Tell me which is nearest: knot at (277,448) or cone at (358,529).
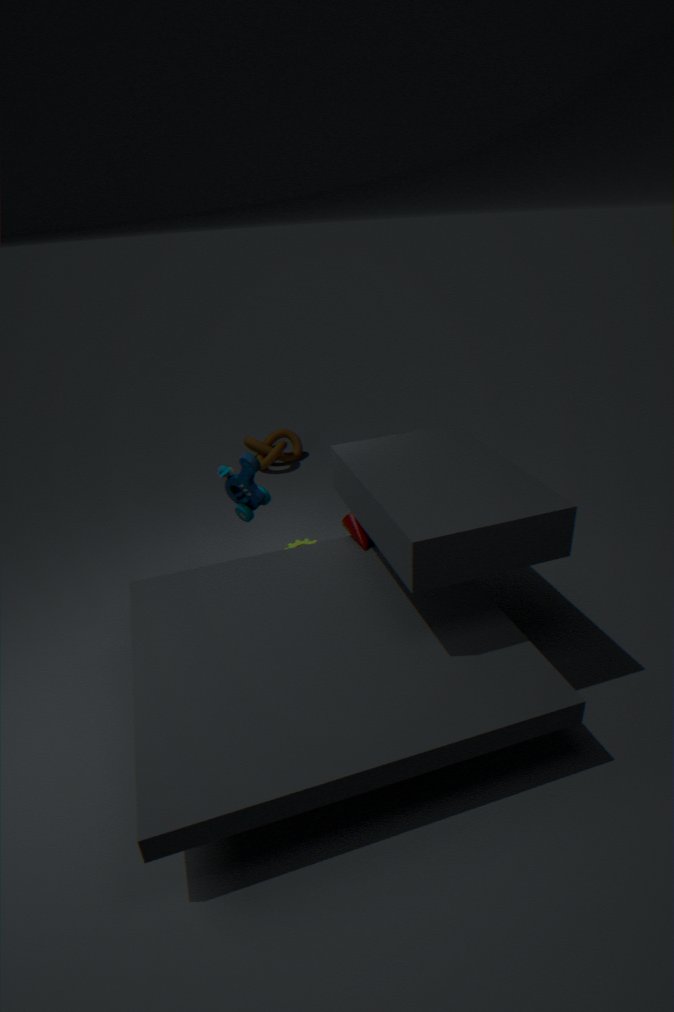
cone at (358,529)
